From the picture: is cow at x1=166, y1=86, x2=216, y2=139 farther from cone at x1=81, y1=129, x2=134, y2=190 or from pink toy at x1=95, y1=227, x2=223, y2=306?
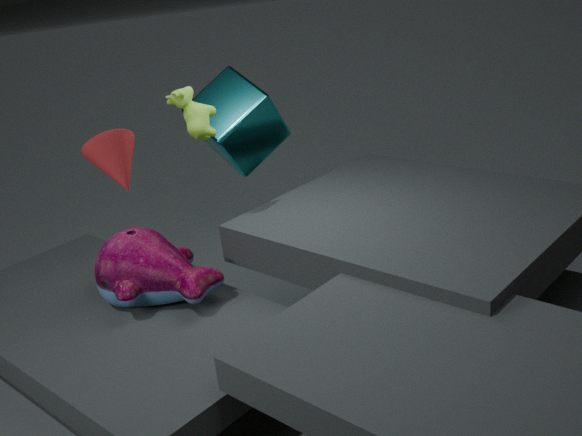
pink toy at x1=95, y1=227, x2=223, y2=306
